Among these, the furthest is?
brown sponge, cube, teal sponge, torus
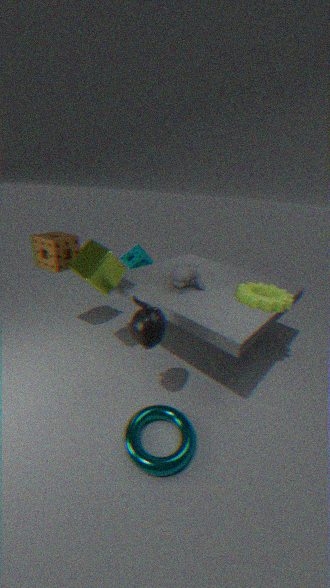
teal sponge
